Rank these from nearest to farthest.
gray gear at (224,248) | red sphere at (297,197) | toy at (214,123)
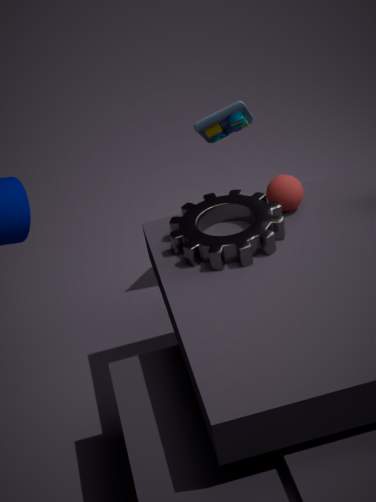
gray gear at (224,248), red sphere at (297,197), toy at (214,123)
